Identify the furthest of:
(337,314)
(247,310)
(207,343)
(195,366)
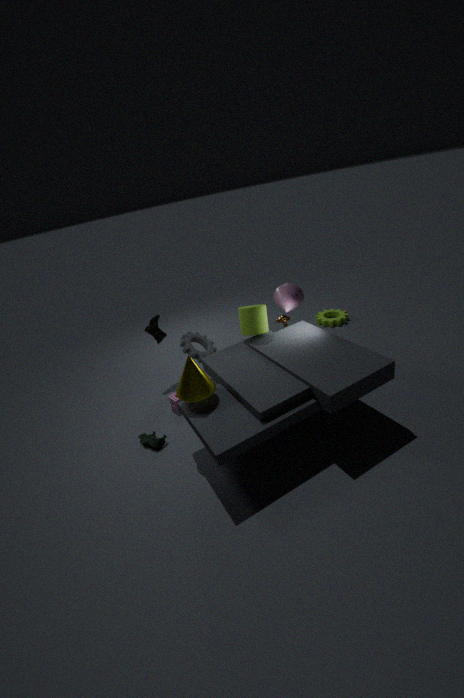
(337,314)
